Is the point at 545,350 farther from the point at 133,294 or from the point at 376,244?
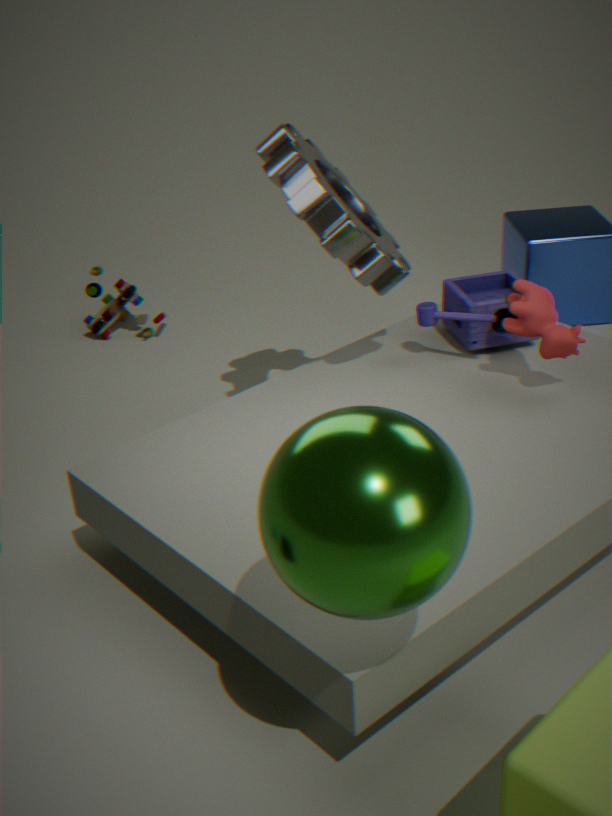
the point at 133,294
